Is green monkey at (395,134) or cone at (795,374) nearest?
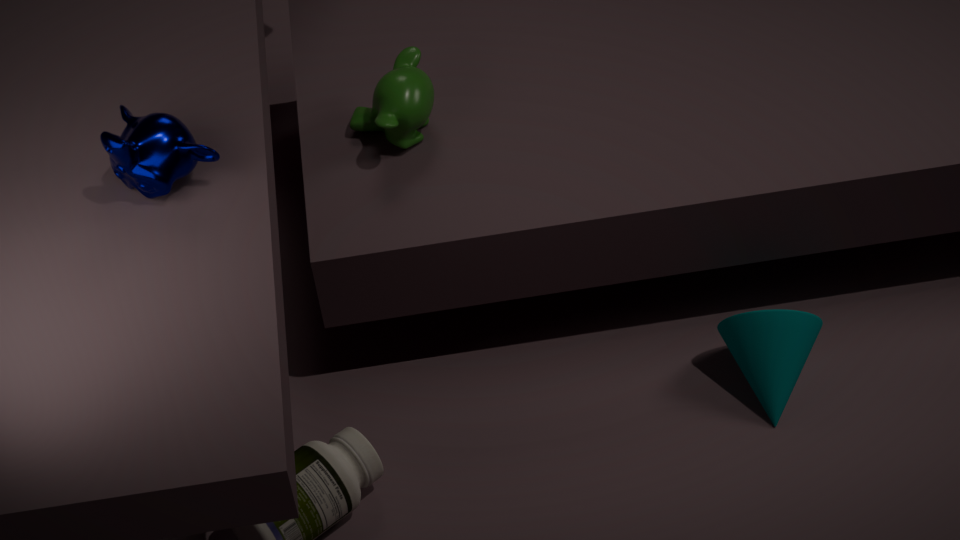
cone at (795,374)
